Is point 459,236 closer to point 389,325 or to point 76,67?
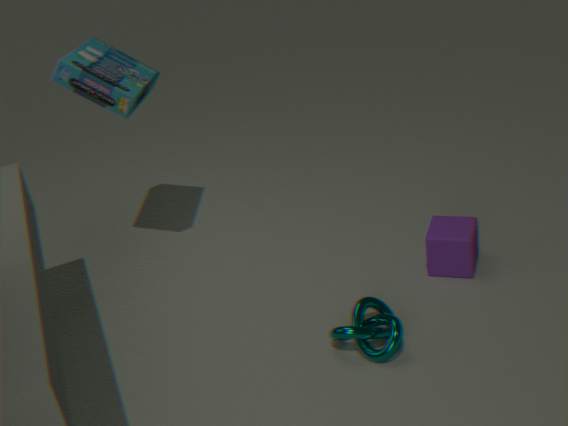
point 389,325
